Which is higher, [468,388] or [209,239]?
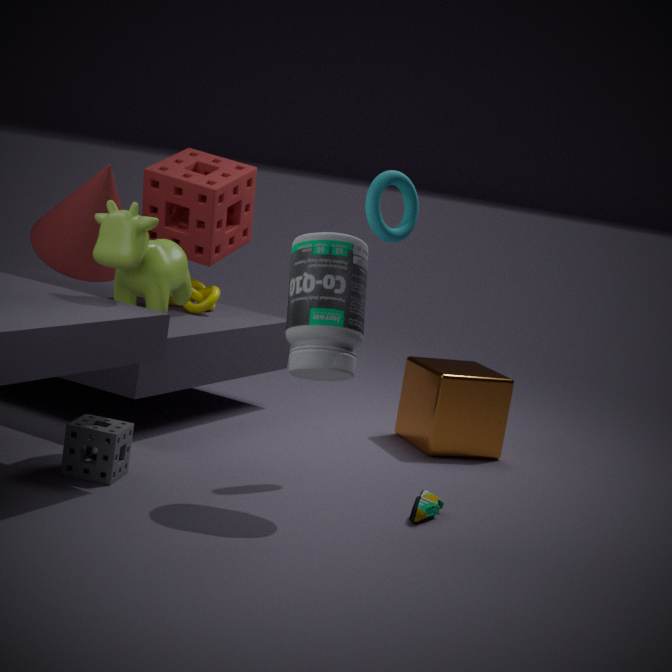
[209,239]
